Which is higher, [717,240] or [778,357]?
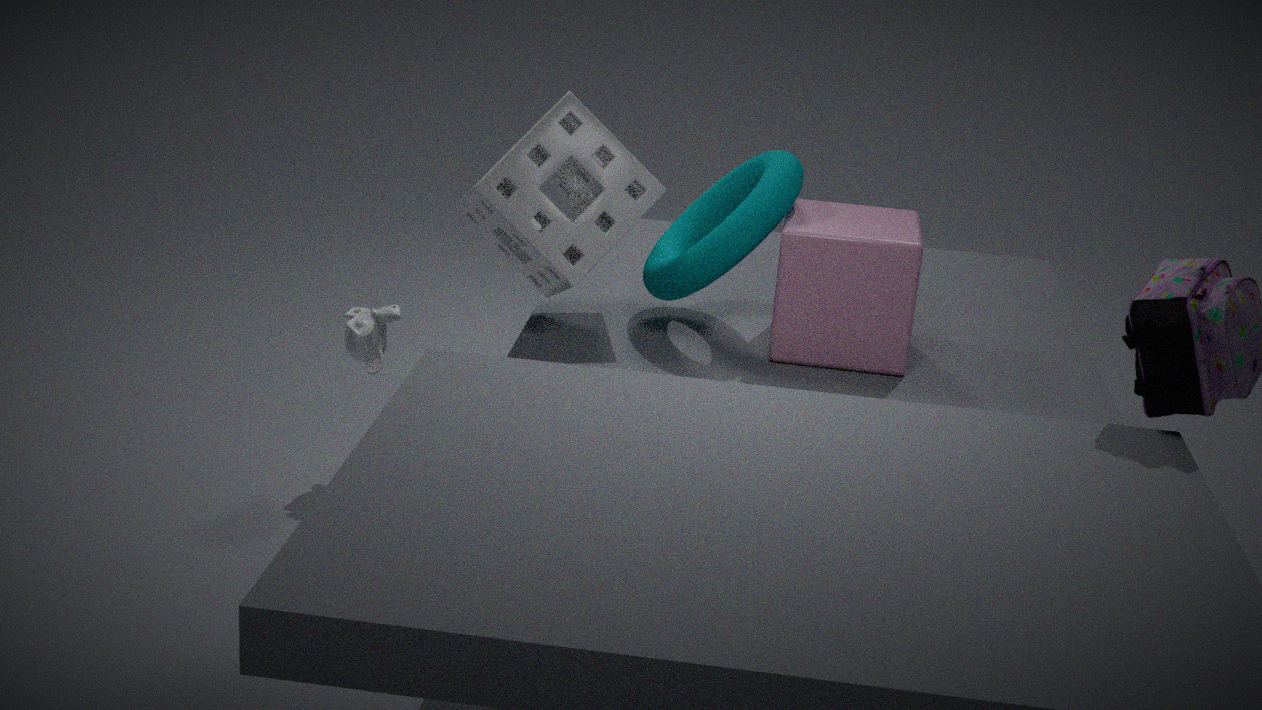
[717,240]
